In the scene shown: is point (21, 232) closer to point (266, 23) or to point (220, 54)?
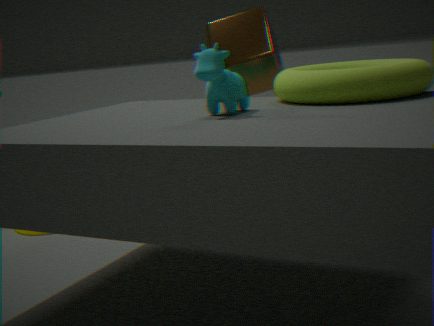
point (266, 23)
